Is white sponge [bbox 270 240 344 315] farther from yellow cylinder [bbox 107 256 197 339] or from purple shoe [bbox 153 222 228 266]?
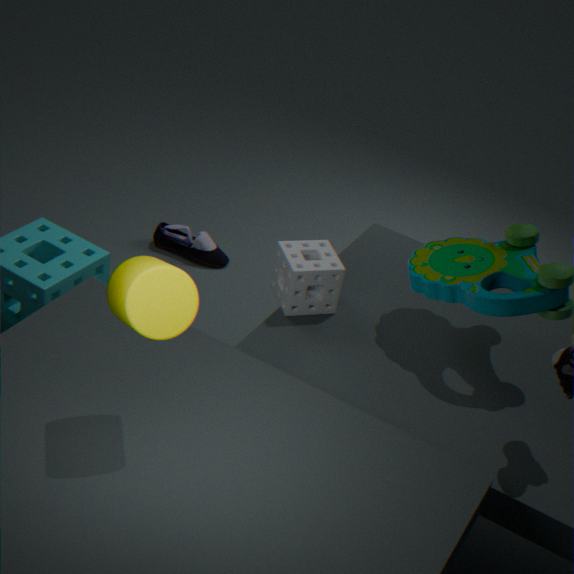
purple shoe [bbox 153 222 228 266]
